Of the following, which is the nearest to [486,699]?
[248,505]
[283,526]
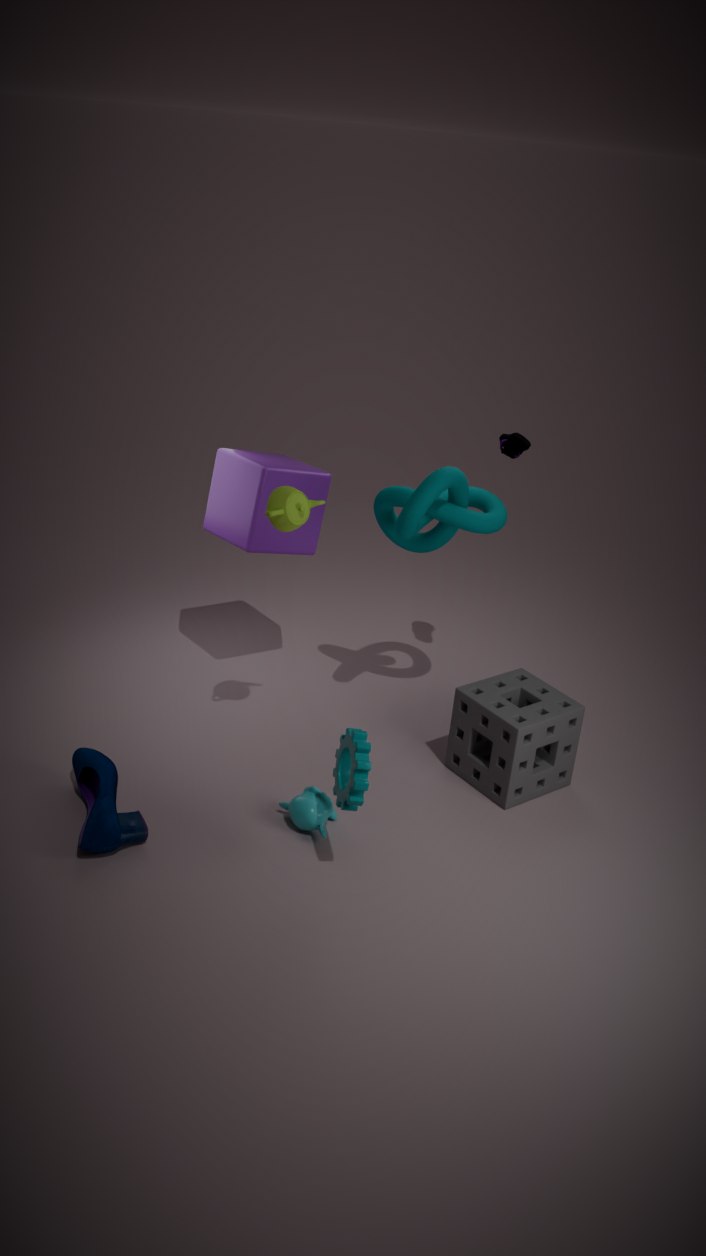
[283,526]
